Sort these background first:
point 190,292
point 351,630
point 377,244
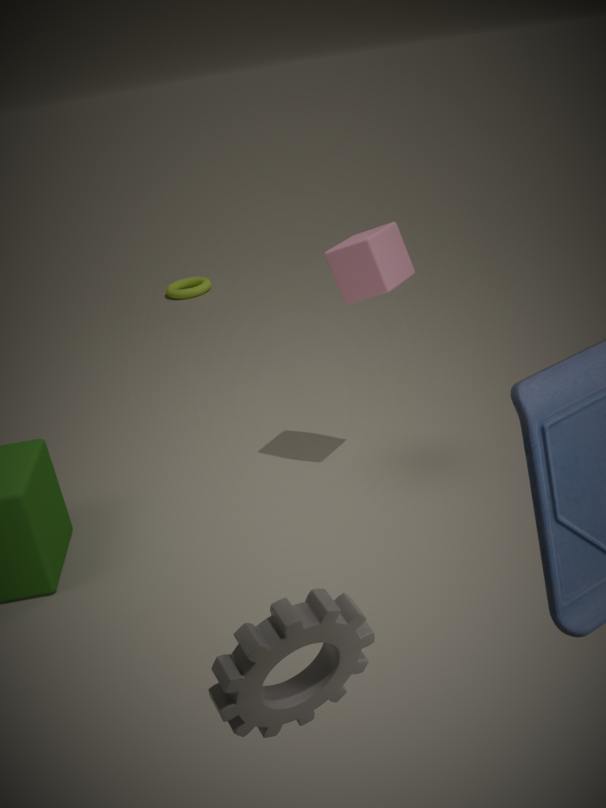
point 190,292, point 377,244, point 351,630
